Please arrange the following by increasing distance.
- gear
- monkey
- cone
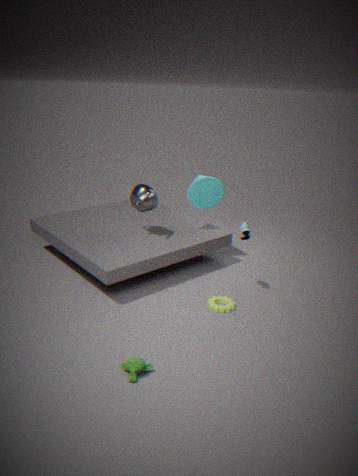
monkey
gear
cone
